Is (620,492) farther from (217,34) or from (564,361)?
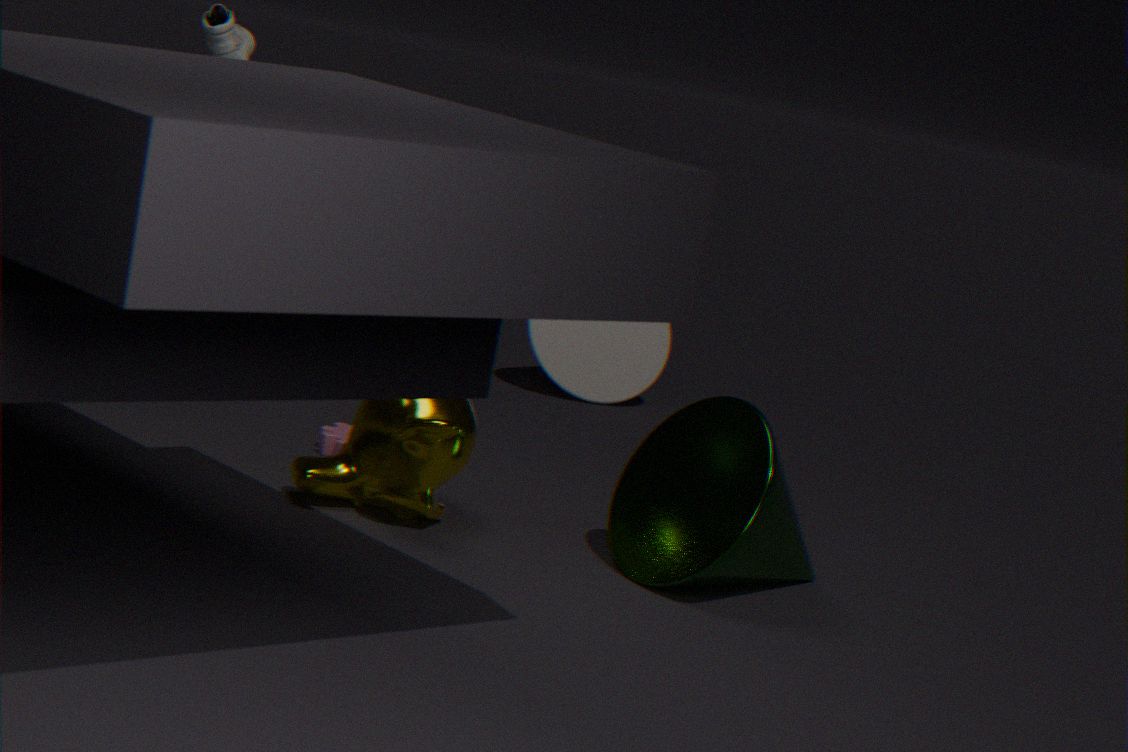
(564,361)
